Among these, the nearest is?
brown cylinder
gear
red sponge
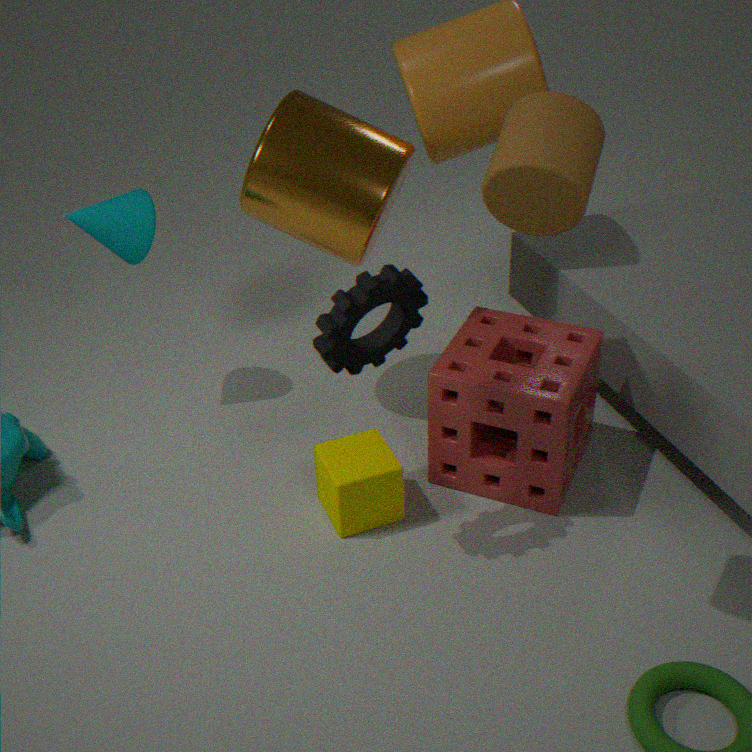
brown cylinder
